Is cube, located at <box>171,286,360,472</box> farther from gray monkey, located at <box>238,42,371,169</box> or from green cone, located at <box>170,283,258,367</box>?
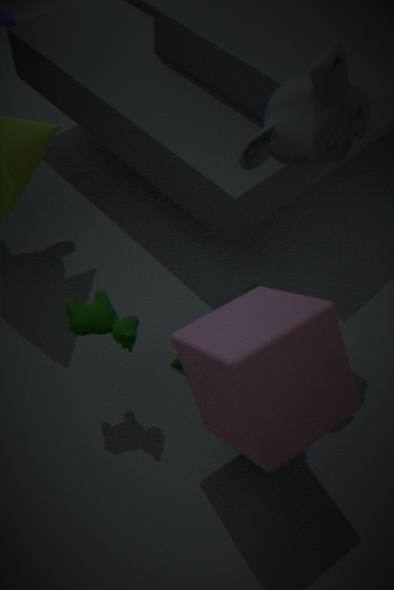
gray monkey, located at <box>238,42,371,169</box>
